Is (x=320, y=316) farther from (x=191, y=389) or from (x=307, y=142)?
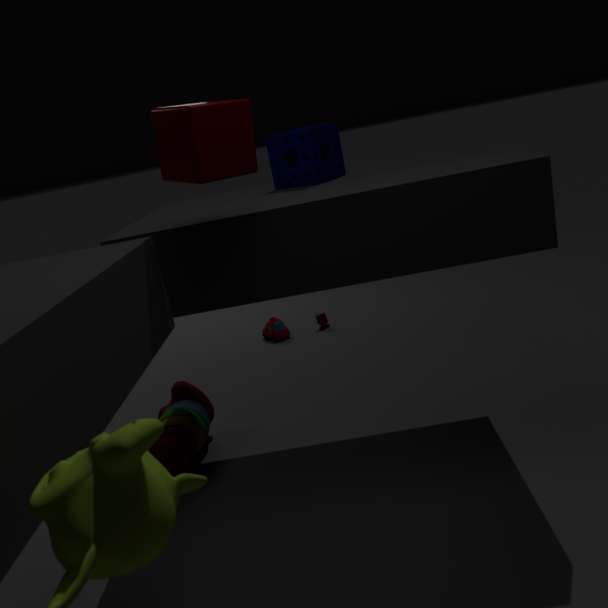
(x=307, y=142)
